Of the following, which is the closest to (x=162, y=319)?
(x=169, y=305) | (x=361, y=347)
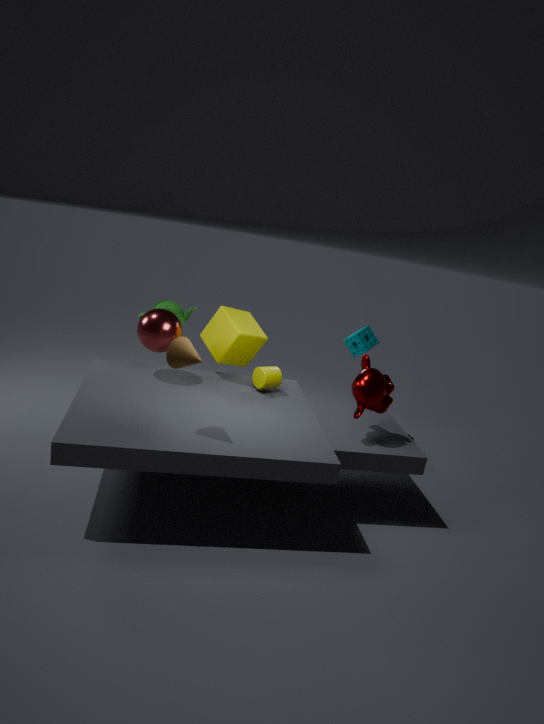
(x=169, y=305)
